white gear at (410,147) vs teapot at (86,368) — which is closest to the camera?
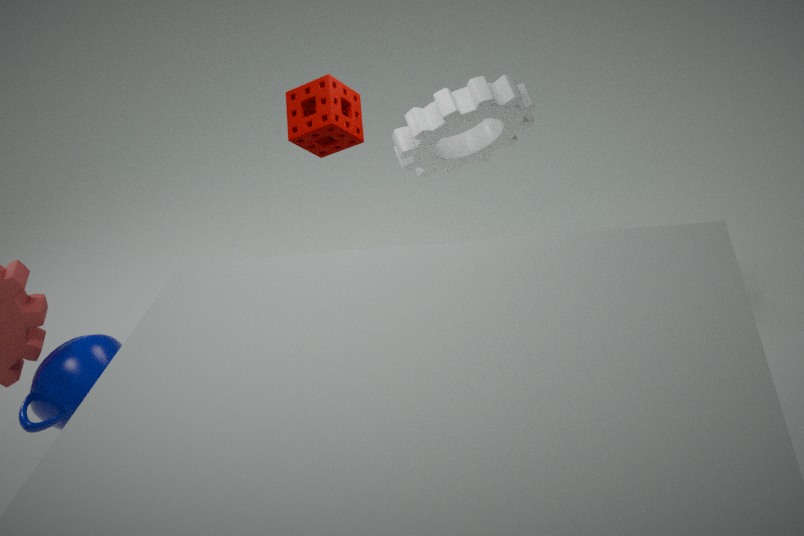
teapot at (86,368)
